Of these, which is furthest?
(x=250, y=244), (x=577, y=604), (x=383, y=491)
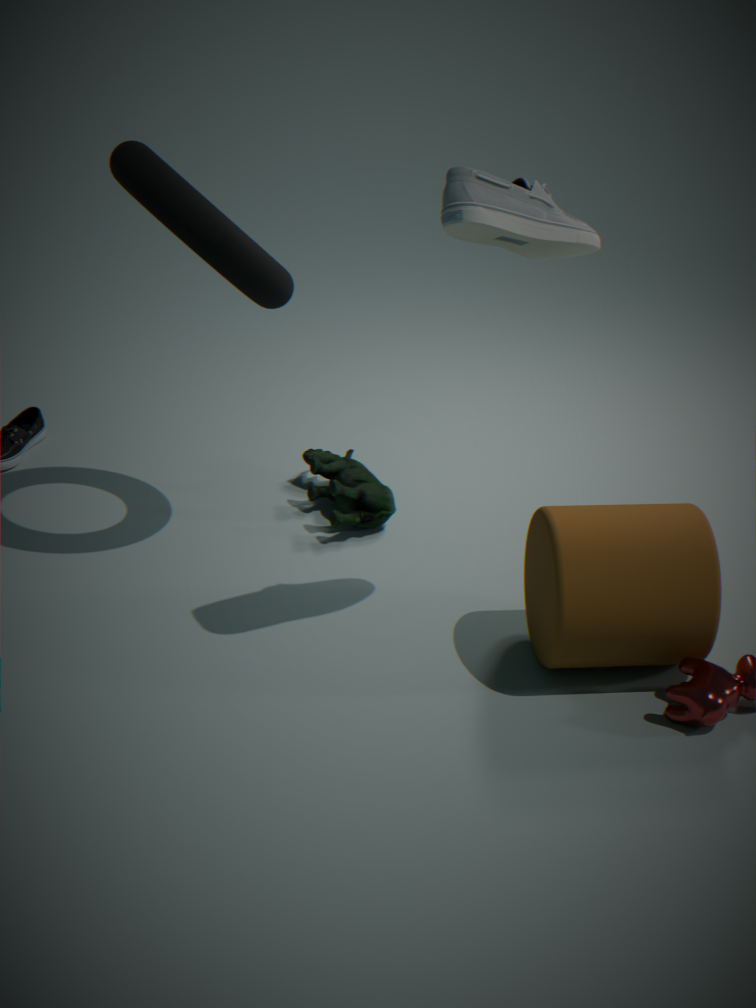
(x=383, y=491)
